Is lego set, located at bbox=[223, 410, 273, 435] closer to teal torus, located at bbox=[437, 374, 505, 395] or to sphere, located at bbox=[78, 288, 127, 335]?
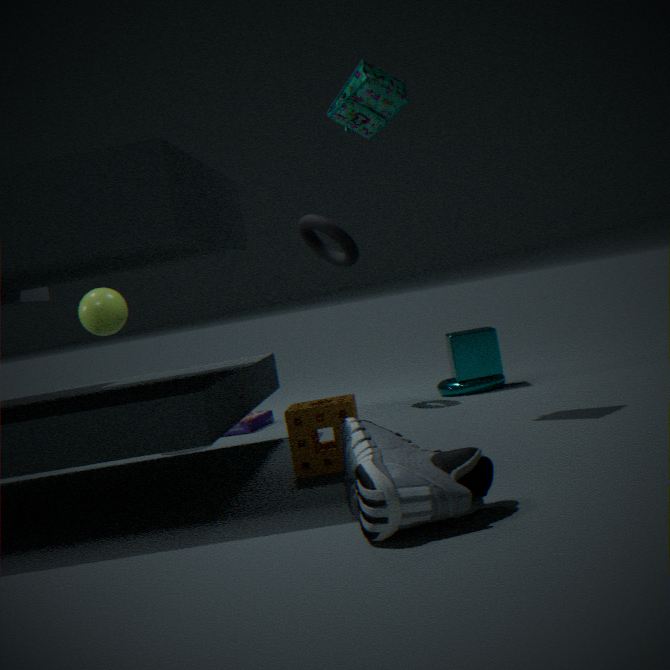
sphere, located at bbox=[78, 288, 127, 335]
